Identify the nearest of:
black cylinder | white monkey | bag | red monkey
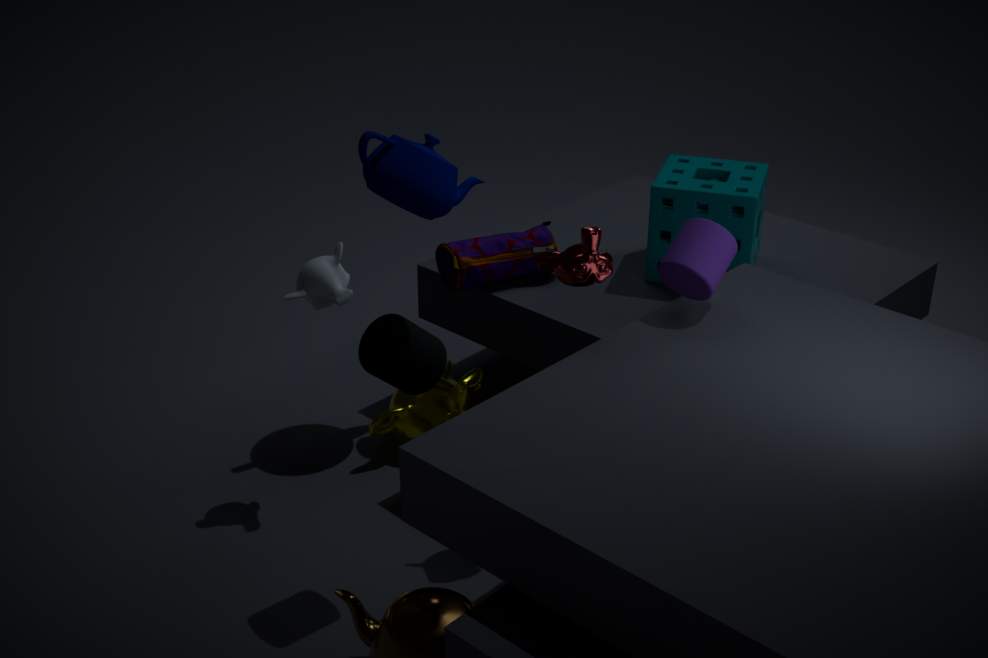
black cylinder
